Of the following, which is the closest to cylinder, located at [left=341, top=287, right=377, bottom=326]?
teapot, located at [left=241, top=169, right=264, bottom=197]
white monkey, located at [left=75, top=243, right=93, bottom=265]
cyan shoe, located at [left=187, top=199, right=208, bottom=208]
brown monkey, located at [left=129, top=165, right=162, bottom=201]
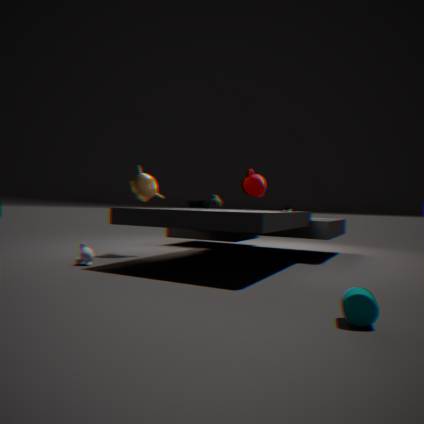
white monkey, located at [left=75, top=243, right=93, bottom=265]
